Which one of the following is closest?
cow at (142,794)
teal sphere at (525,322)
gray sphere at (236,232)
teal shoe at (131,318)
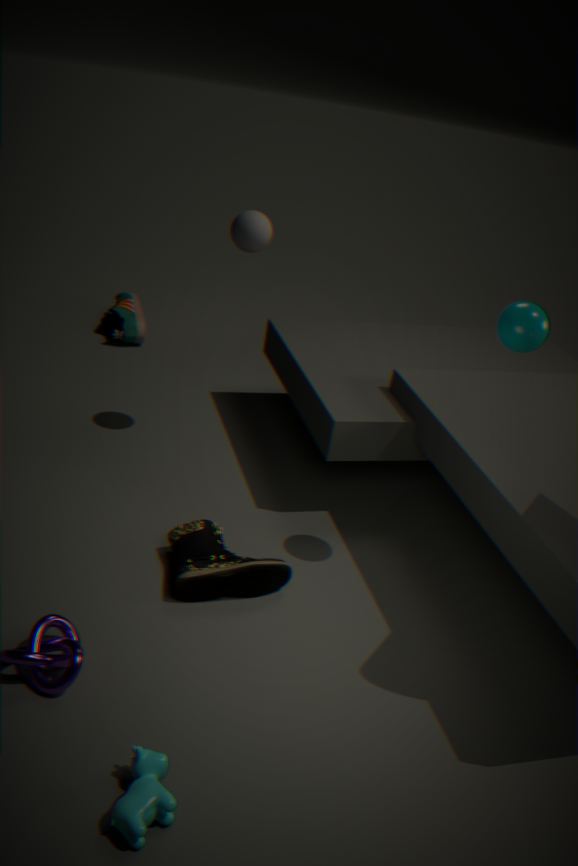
cow at (142,794)
